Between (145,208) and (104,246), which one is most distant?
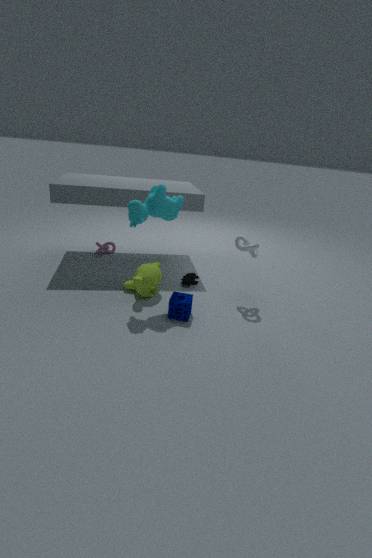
(104,246)
